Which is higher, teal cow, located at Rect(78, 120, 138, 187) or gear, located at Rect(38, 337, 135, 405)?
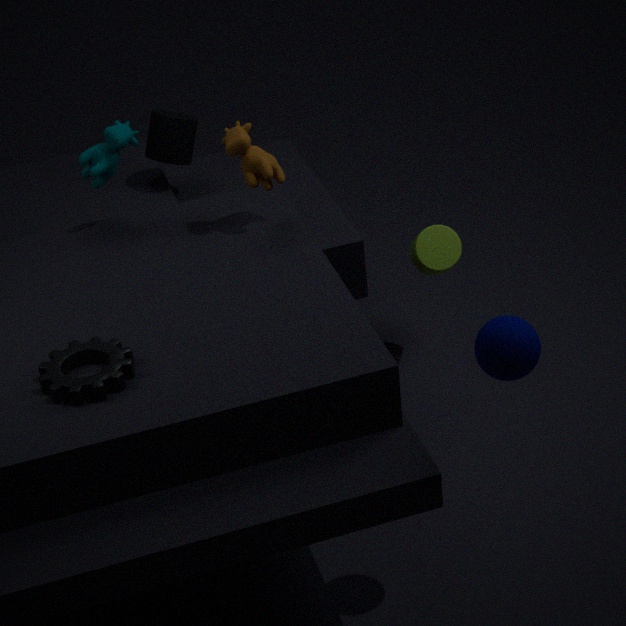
teal cow, located at Rect(78, 120, 138, 187)
